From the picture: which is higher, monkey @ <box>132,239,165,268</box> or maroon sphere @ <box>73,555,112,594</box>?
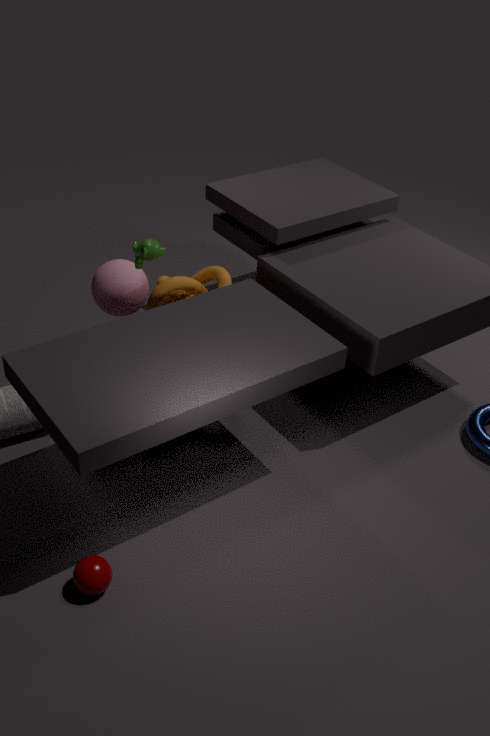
monkey @ <box>132,239,165,268</box>
